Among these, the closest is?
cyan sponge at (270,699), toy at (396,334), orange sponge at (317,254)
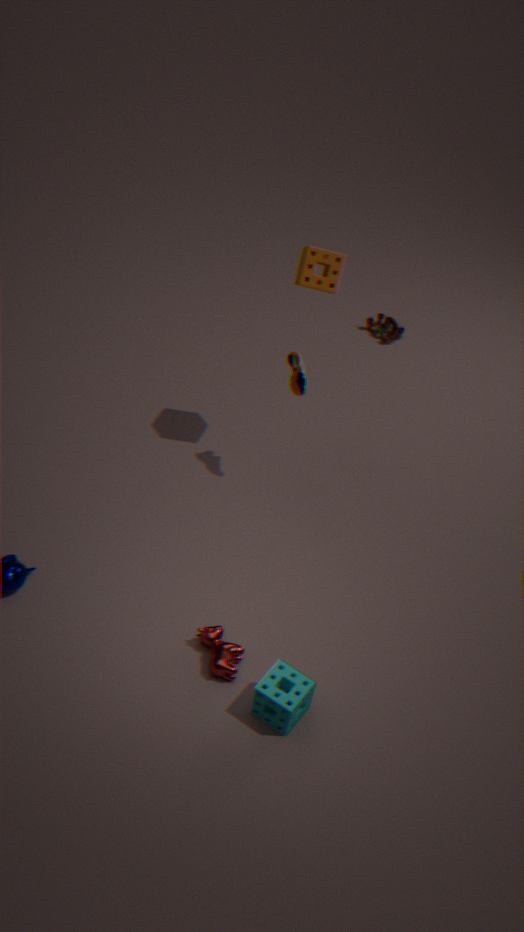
cyan sponge at (270,699)
